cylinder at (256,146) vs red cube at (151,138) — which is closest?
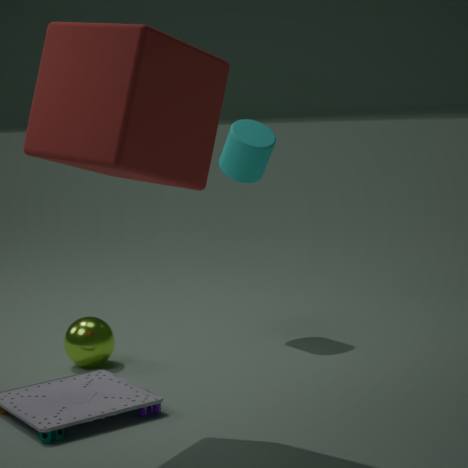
red cube at (151,138)
